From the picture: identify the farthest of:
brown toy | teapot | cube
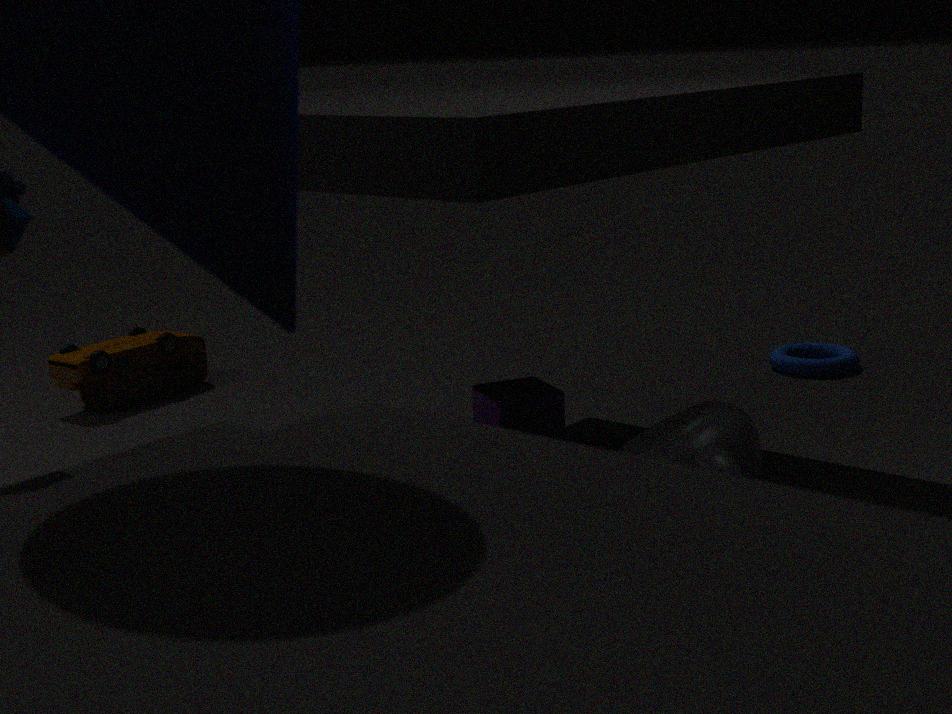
brown toy
